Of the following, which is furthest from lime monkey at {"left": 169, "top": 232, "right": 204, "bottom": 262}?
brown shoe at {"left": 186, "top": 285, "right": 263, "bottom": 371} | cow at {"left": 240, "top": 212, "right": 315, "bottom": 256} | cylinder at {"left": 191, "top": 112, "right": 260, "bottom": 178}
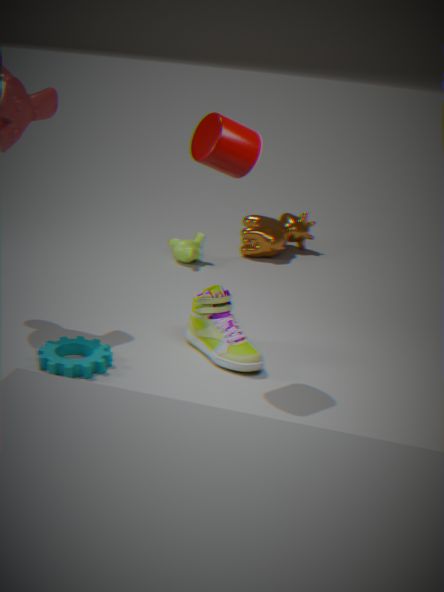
cylinder at {"left": 191, "top": 112, "right": 260, "bottom": 178}
